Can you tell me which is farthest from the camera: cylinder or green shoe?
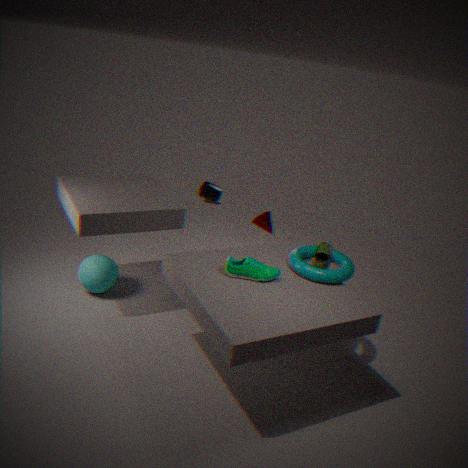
cylinder
